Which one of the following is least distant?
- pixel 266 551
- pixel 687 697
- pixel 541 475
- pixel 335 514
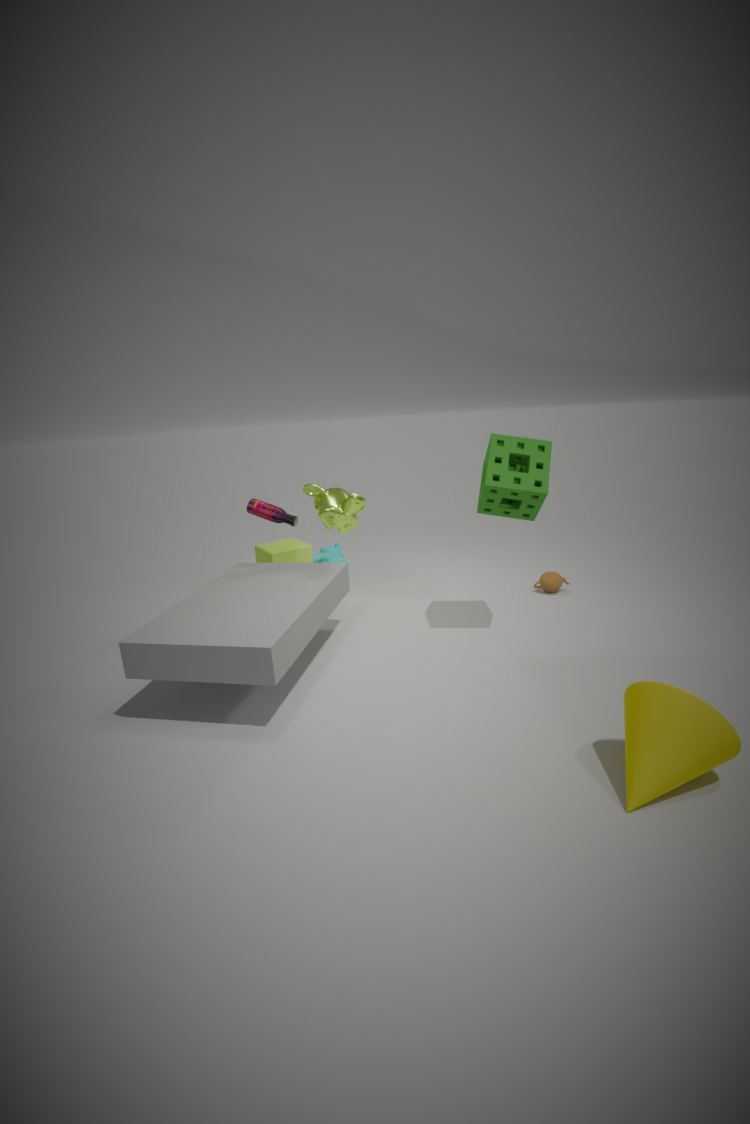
pixel 687 697
